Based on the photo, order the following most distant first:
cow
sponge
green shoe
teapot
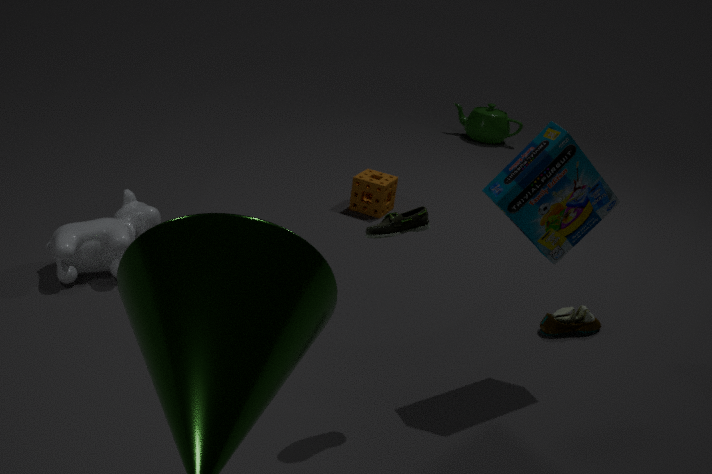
teapot, sponge, cow, green shoe
